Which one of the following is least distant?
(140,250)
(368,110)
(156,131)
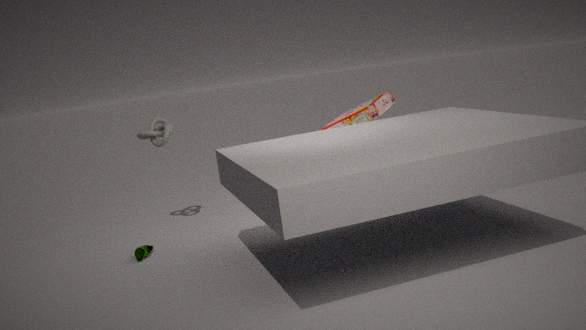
(140,250)
